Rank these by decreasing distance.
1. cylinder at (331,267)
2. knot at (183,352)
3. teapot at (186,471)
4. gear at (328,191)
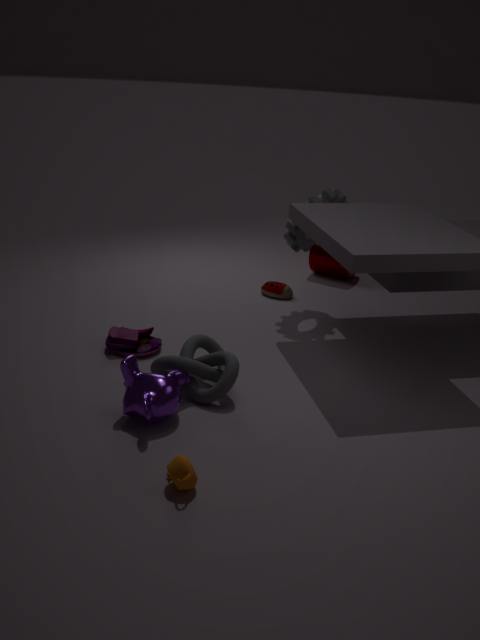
cylinder at (331,267), gear at (328,191), knot at (183,352), teapot at (186,471)
